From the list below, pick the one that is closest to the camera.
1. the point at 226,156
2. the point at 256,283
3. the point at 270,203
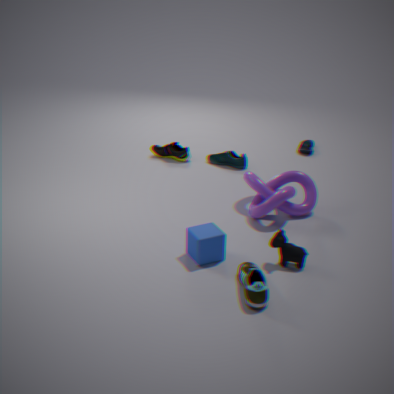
the point at 256,283
